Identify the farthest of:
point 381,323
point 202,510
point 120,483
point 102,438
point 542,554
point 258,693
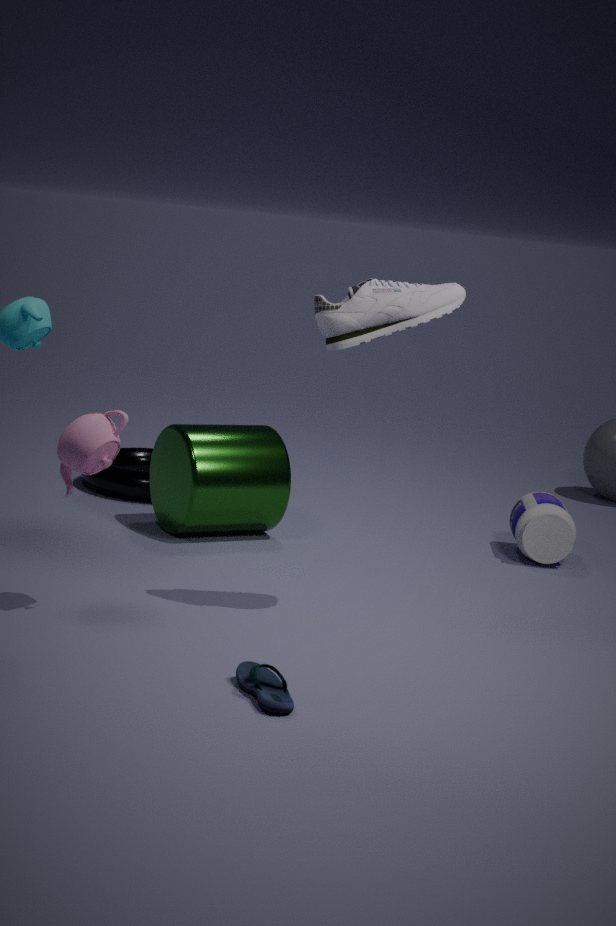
point 120,483
